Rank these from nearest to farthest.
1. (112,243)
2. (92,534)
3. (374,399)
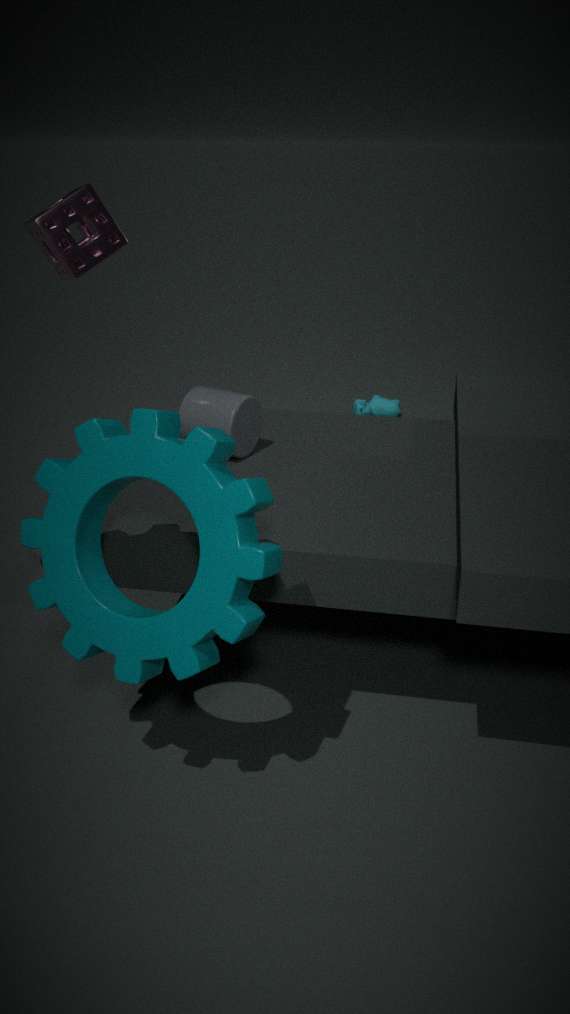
1. (92,534)
2. (112,243)
3. (374,399)
